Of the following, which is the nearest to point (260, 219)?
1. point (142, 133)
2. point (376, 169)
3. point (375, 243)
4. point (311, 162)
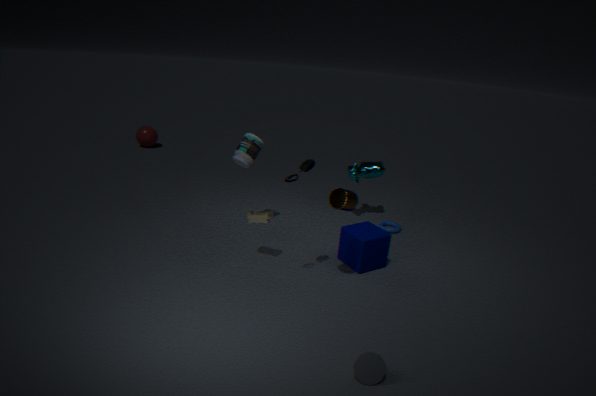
point (311, 162)
